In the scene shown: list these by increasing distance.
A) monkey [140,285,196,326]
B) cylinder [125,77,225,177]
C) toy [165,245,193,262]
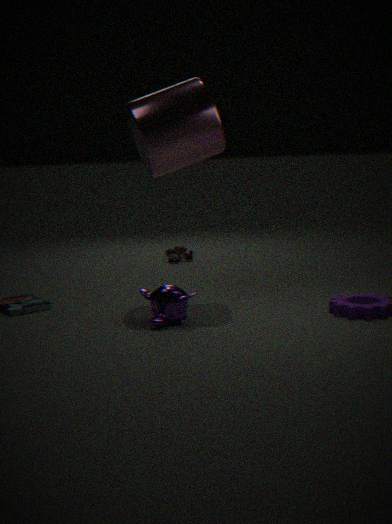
monkey [140,285,196,326], cylinder [125,77,225,177], toy [165,245,193,262]
